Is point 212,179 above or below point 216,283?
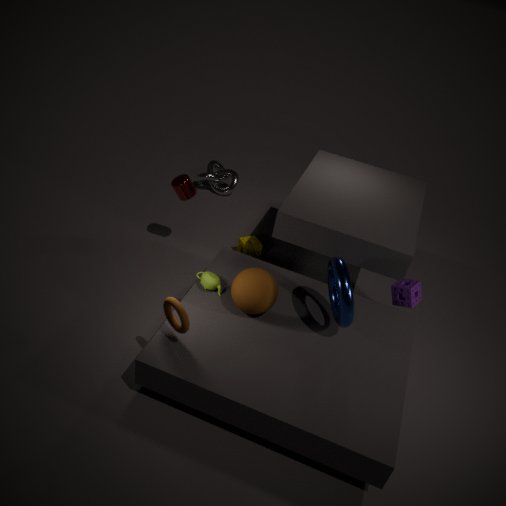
below
